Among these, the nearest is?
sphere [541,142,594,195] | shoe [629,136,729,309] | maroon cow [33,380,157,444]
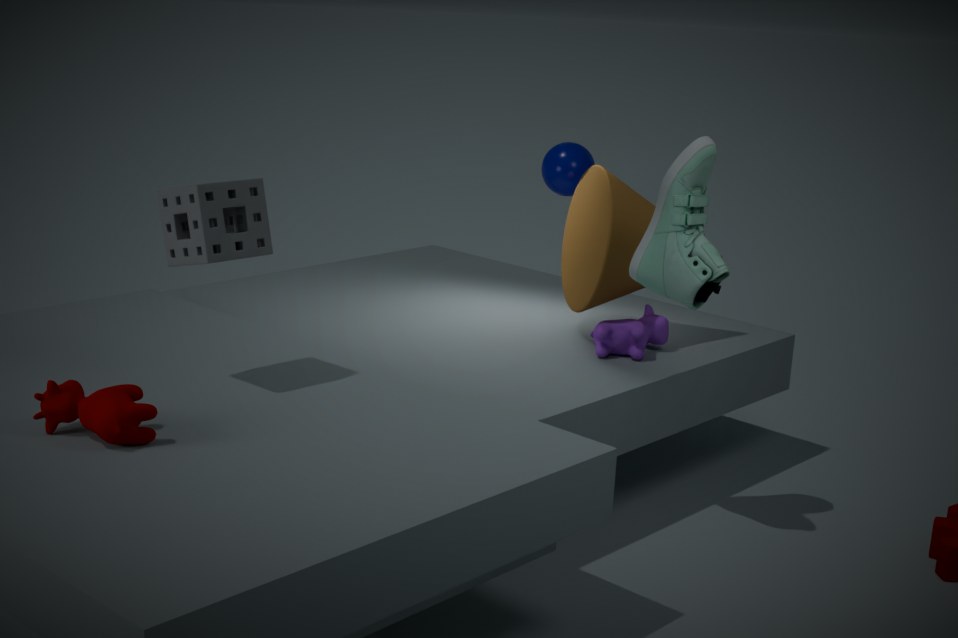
maroon cow [33,380,157,444]
